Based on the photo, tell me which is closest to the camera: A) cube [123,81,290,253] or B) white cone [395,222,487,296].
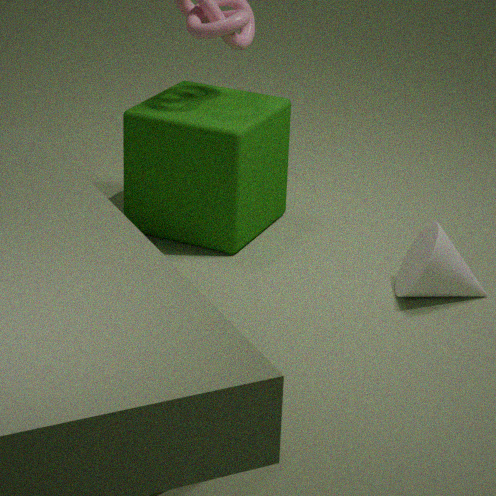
B. white cone [395,222,487,296]
